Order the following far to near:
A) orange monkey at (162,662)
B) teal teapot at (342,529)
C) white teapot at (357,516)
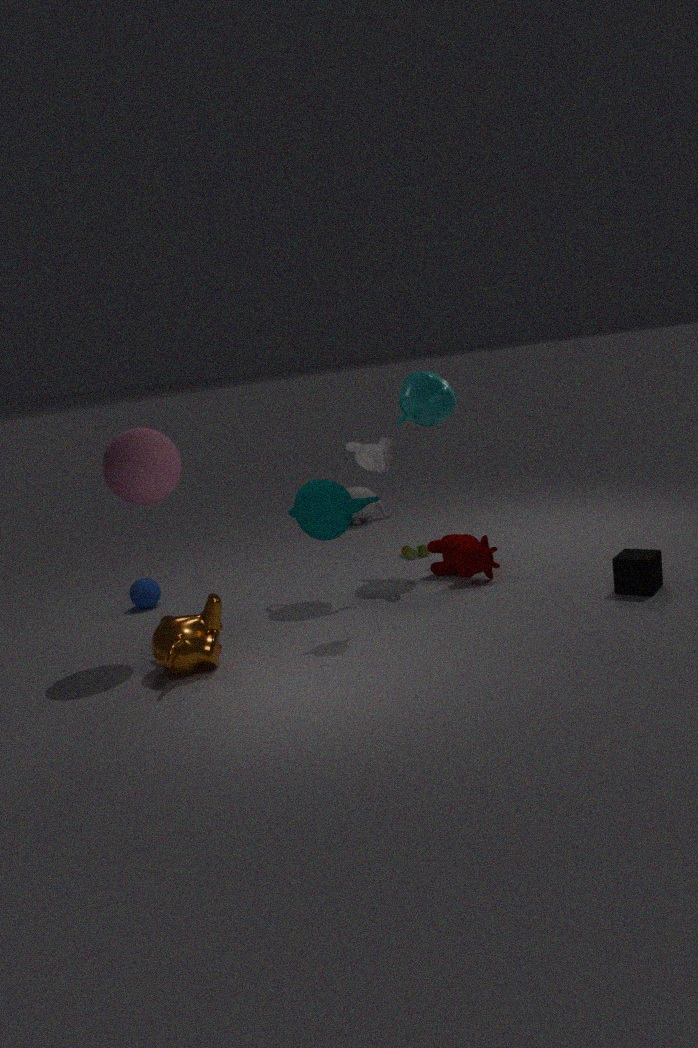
white teapot at (357,516)
teal teapot at (342,529)
orange monkey at (162,662)
